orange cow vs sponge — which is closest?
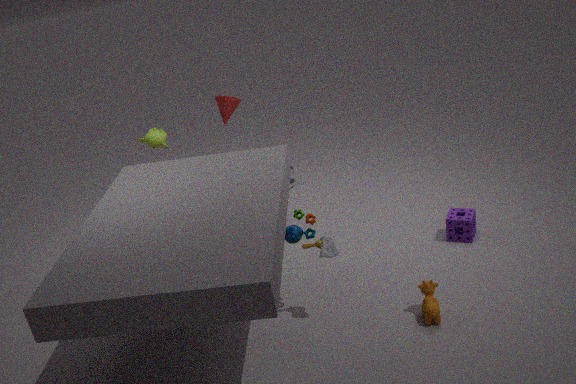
orange cow
